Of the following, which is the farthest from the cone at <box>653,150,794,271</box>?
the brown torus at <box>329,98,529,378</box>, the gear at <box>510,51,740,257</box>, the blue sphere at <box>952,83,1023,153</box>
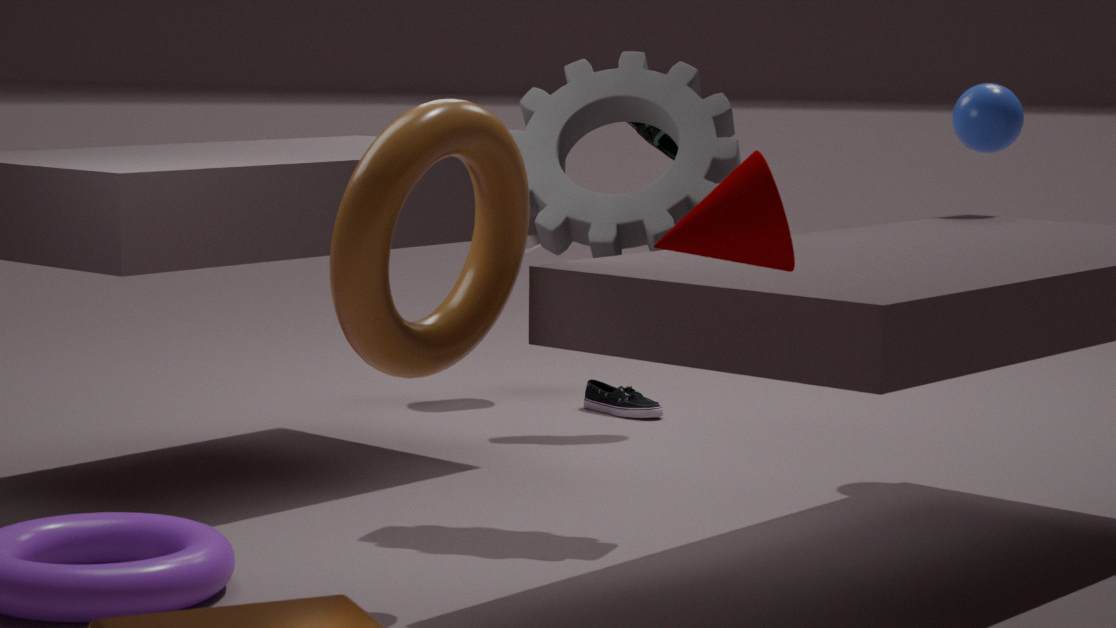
the blue sphere at <box>952,83,1023,153</box>
